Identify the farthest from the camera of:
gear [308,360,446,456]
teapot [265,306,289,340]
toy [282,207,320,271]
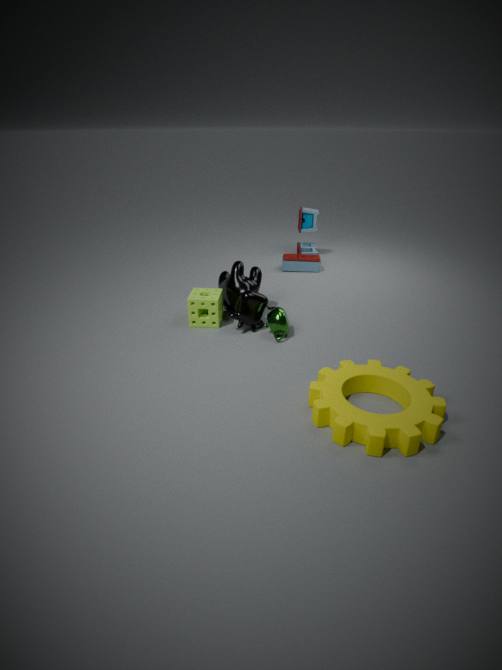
toy [282,207,320,271]
